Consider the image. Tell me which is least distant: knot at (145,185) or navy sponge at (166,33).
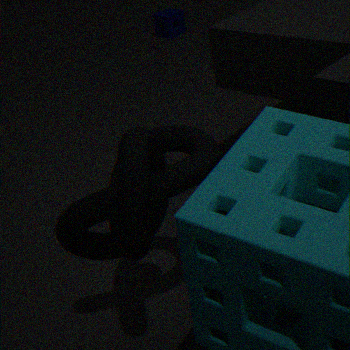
knot at (145,185)
